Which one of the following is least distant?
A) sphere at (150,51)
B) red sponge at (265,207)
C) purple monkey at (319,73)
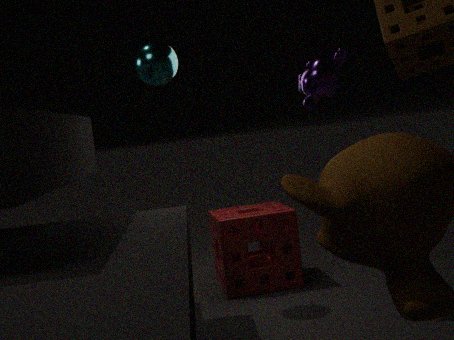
purple monkey at (319,73)
